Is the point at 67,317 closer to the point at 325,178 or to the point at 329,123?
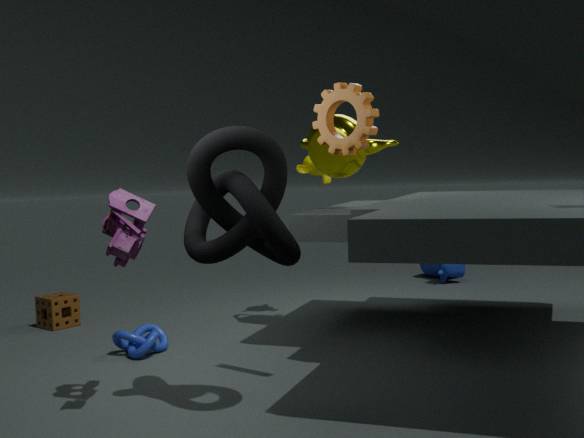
the point at 325,178
